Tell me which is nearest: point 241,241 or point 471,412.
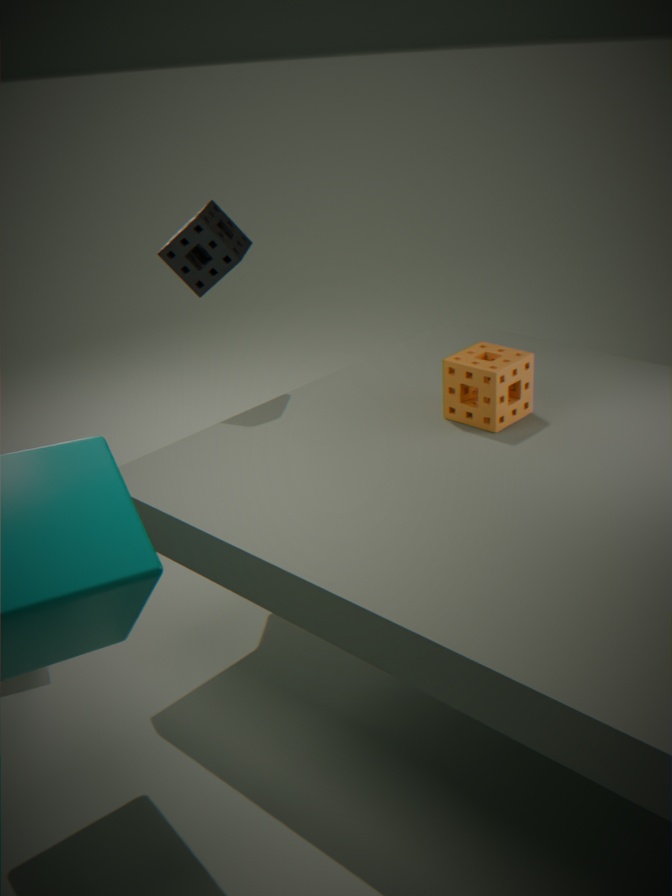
point 471,412
